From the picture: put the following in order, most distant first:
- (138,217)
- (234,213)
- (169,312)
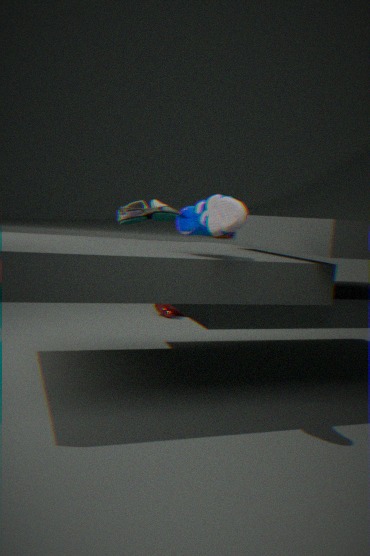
1. (169,312)
2. (138,217)
3. (234,213)
